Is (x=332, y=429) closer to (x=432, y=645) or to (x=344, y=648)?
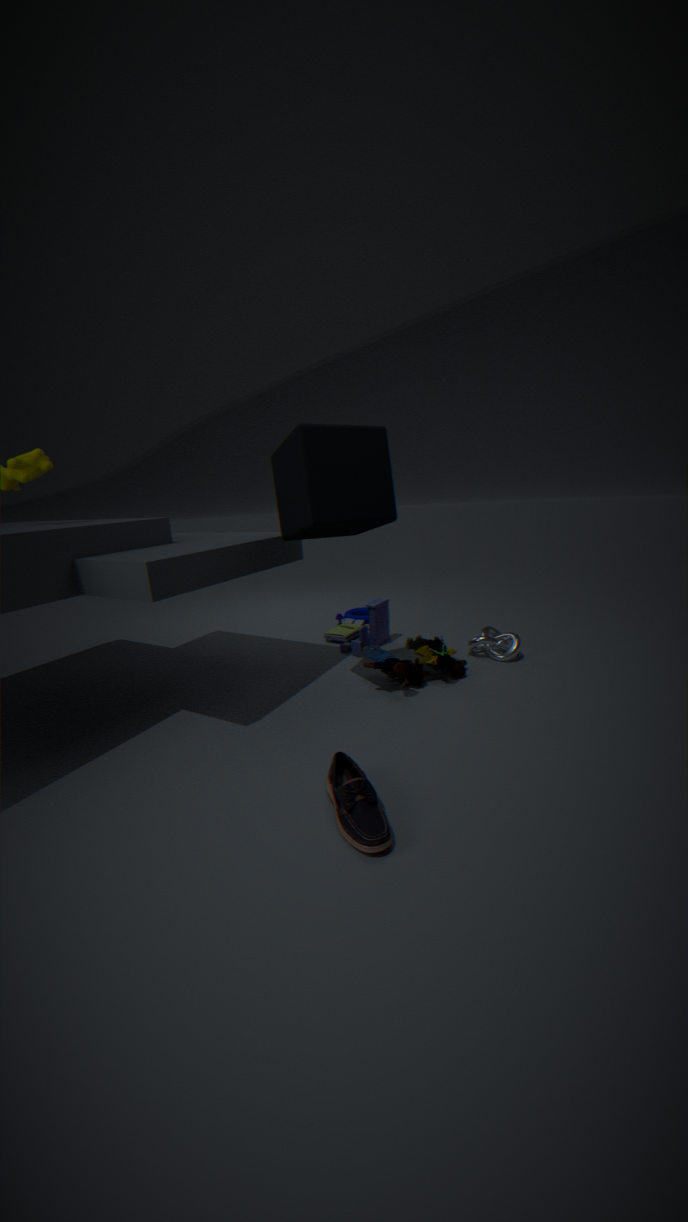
(x=432, y=645)
